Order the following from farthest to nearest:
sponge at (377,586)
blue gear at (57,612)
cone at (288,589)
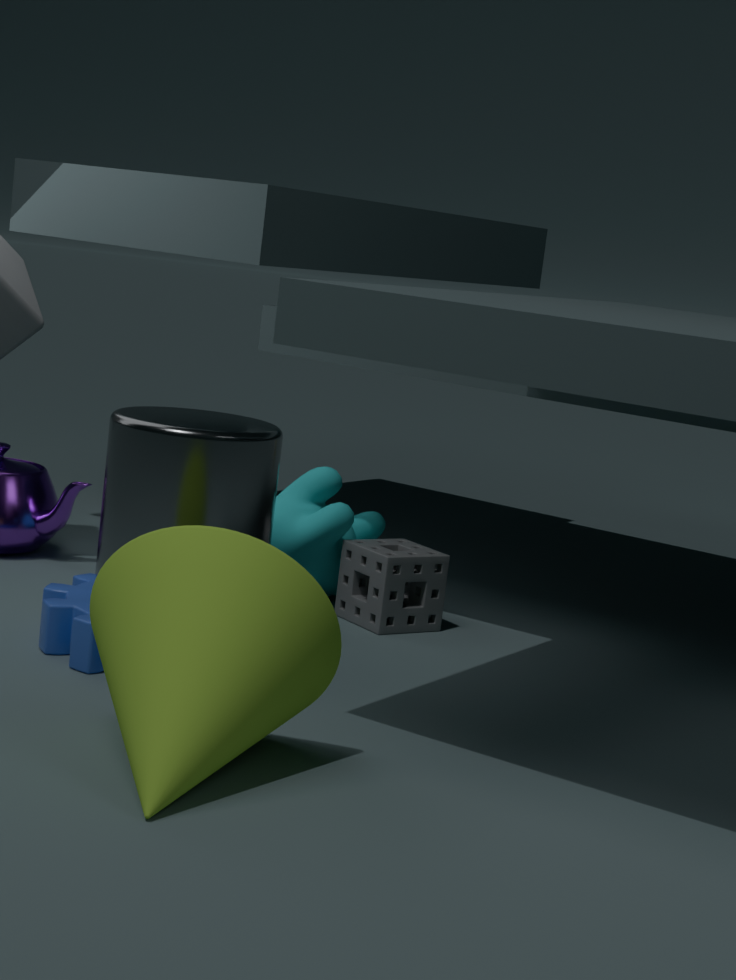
sponge at (377,586) → blue gear at (57,612) → cone at (288,589)
